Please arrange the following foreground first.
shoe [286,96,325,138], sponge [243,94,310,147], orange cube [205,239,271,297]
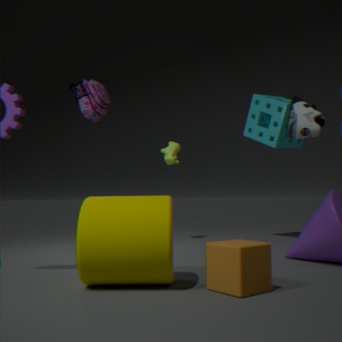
orange cube [205,239,271,297] → shoe [286,96,325,138] → sponge [243,94,310,147]
